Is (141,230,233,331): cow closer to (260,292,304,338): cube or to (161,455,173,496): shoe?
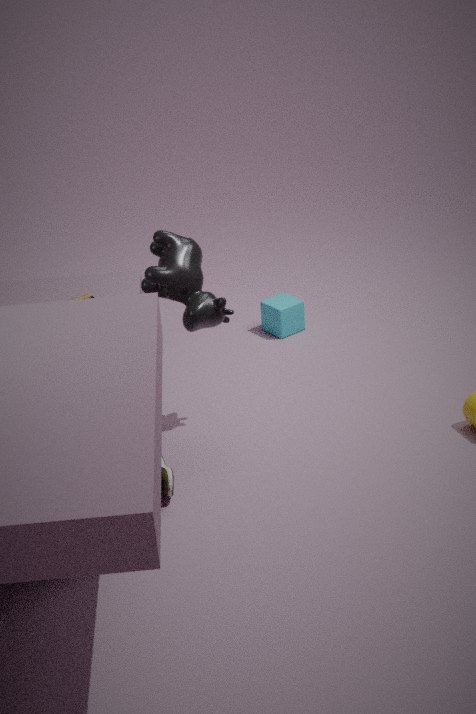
(161,455,173,496): shoe
